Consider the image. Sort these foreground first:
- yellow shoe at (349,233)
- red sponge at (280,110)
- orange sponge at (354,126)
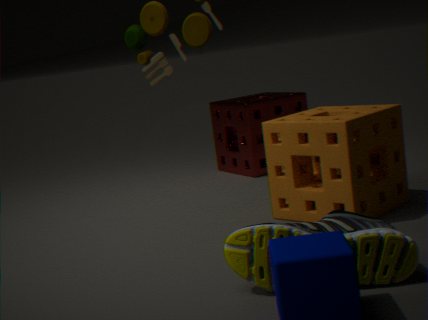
yellow shoe at (349,233), orange sponge at (354,126), red sponge at (280,110)
